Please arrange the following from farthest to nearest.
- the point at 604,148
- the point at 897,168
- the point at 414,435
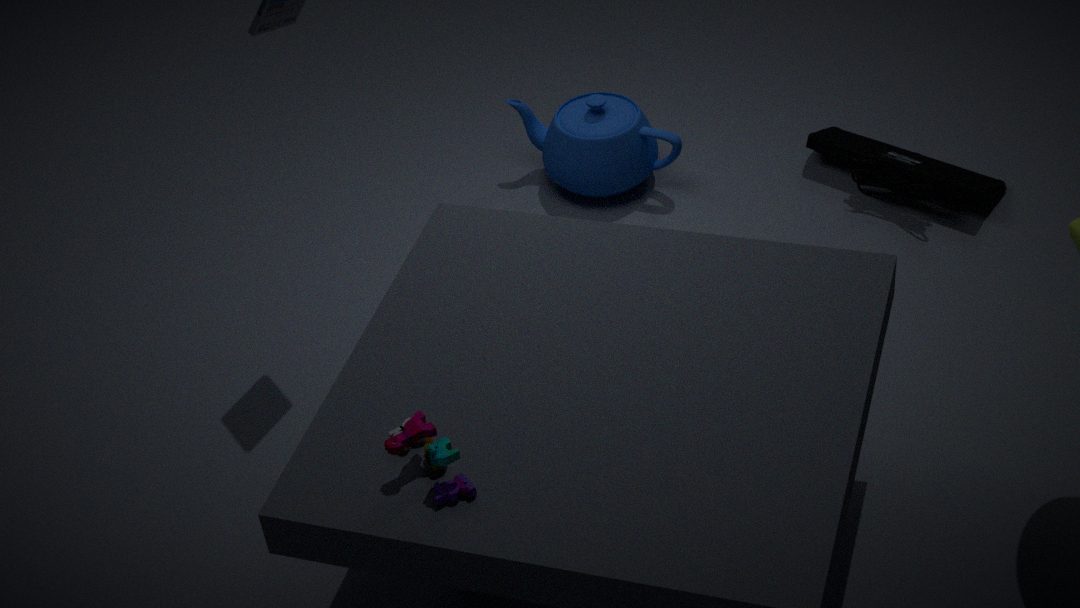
the point at 604,148 → the point at 897,168 → the point at 414,435
